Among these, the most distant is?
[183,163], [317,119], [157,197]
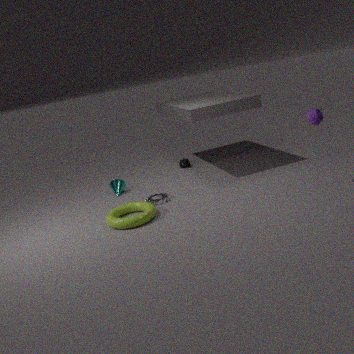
[183,163]
